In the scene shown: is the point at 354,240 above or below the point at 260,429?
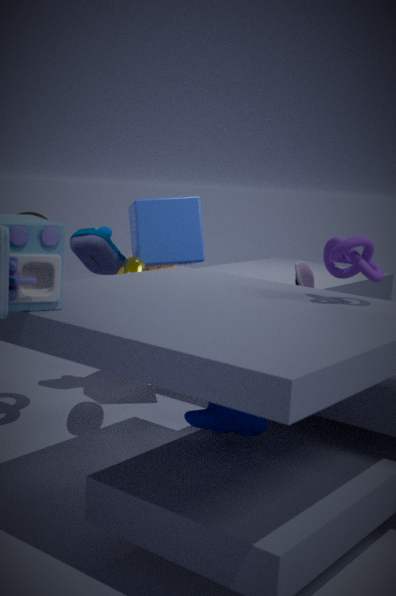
above
